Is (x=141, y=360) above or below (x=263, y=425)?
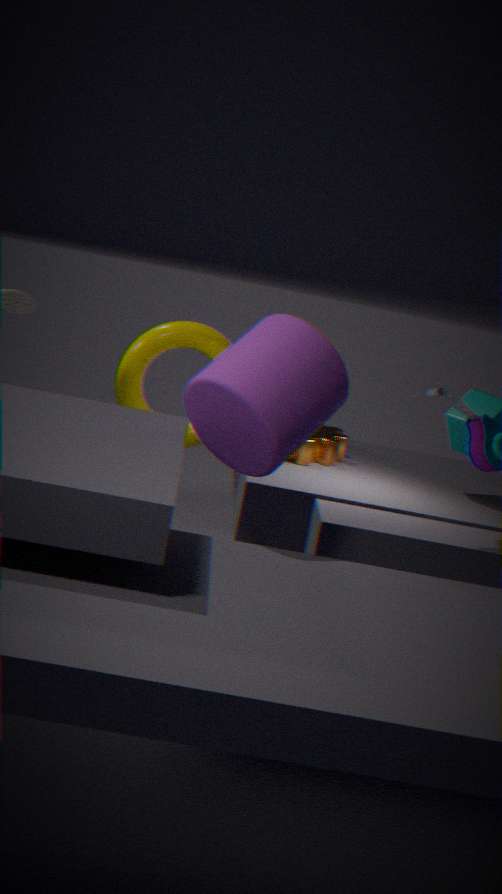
below
